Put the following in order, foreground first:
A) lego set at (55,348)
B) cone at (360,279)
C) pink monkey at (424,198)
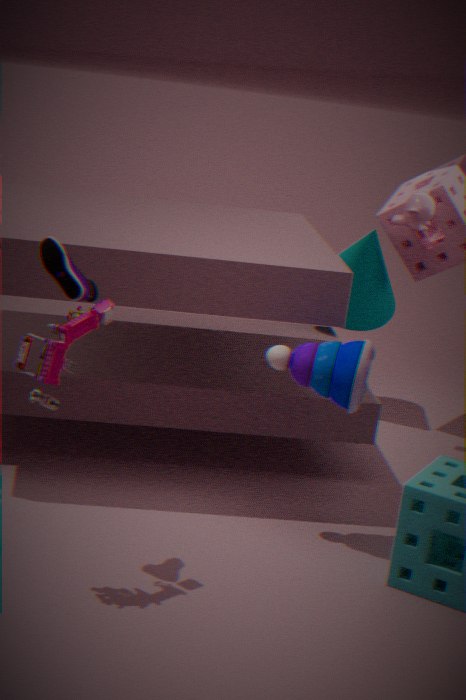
lego set at (55,348), pink monkey at (424,198), cone at (360,279)
